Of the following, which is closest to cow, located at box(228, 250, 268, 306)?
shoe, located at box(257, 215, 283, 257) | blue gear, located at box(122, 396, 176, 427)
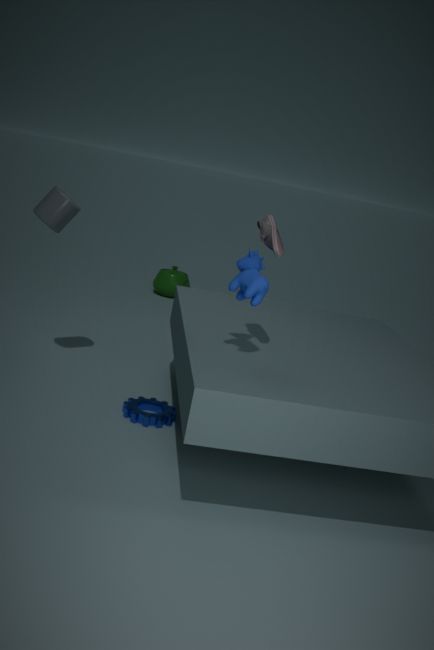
shoe, located at box(257, 215, 283, 257)
